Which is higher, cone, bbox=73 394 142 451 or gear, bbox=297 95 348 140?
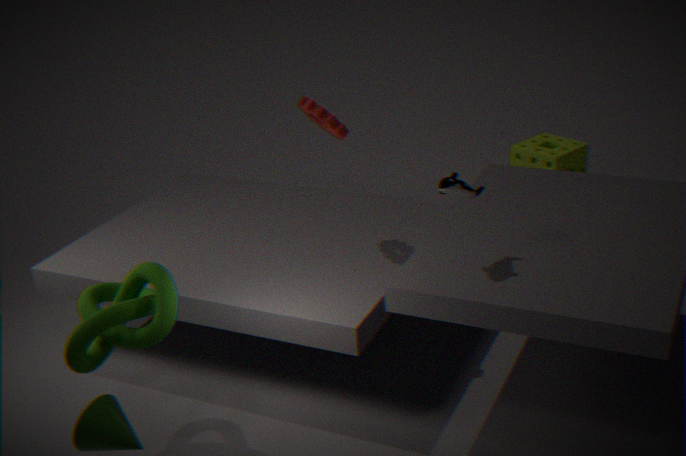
gear, bbox=297 95 348 140
